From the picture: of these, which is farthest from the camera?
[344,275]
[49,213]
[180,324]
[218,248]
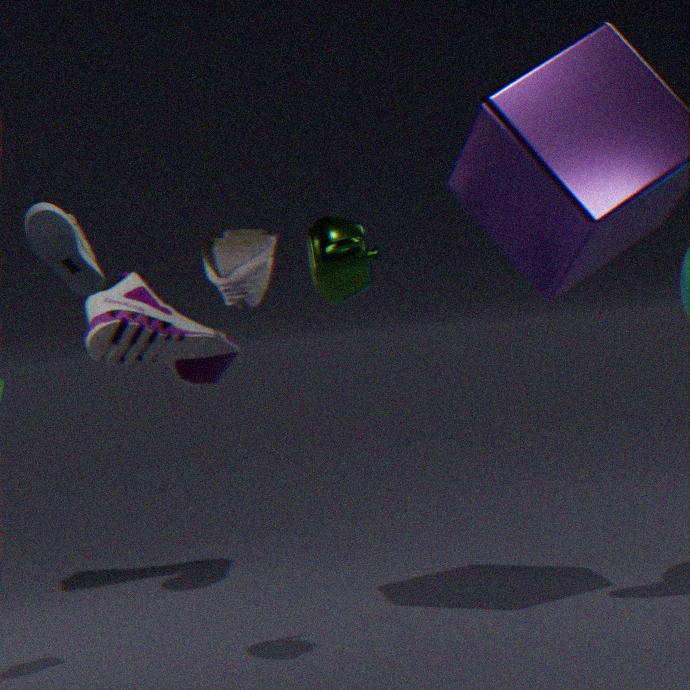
[180,324]
